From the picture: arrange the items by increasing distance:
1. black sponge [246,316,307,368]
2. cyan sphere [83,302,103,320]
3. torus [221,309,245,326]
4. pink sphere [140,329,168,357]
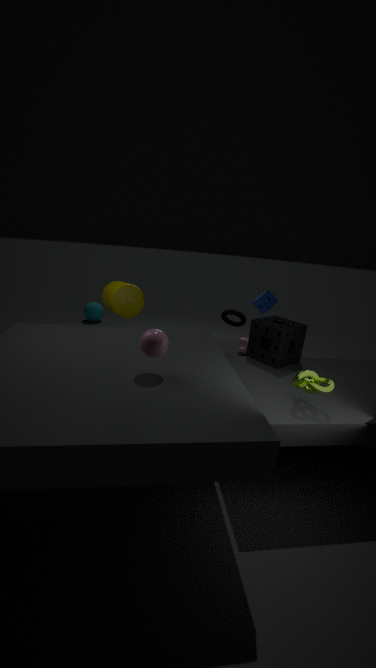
pink sphere [140,329,168,357] < black sponge [246,316,307,368] < torus [221,309,245,326] < cyan sphere [83,302,103,320]
